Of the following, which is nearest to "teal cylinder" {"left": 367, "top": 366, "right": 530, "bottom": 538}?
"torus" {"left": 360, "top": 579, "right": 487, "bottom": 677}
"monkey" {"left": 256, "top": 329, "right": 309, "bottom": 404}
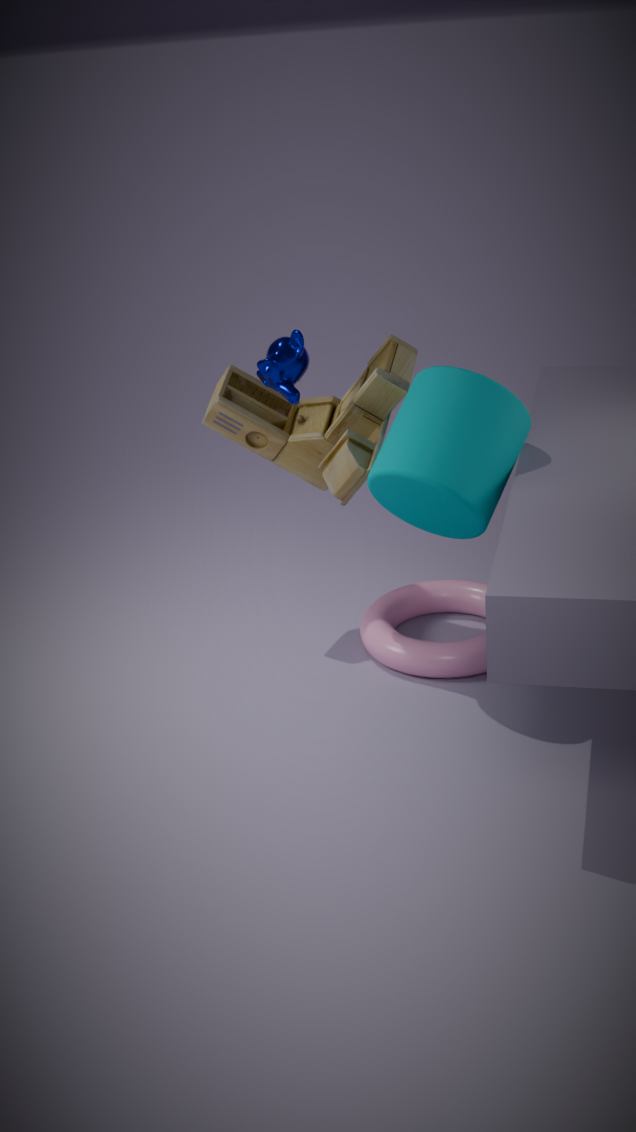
"monkey" {"left": 256, "top": 329, "right": 309, "bottom": 404}
